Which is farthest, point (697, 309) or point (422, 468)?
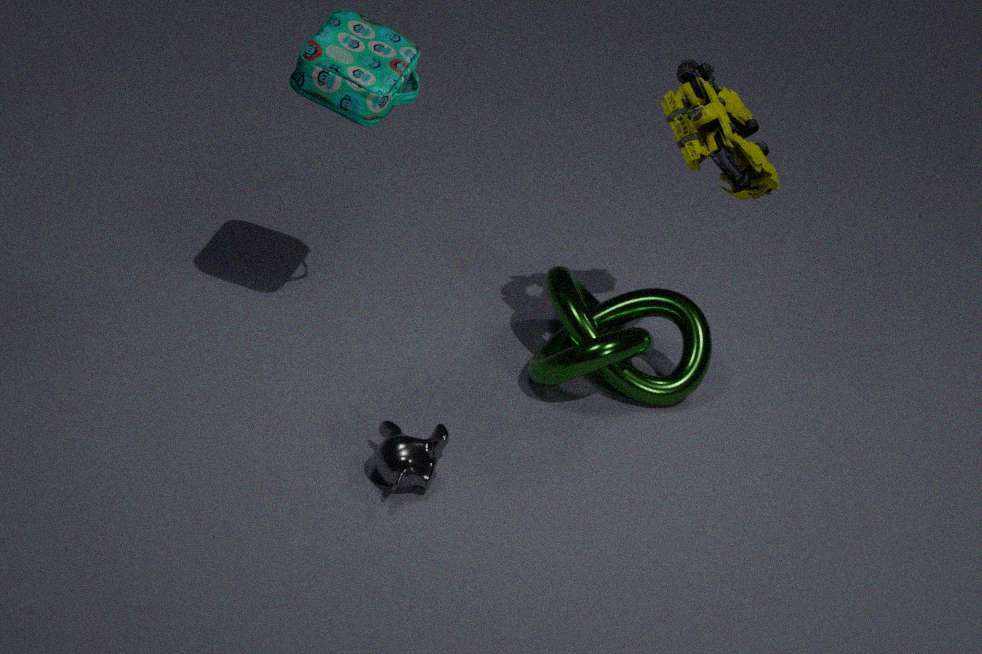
point (697, 309)
